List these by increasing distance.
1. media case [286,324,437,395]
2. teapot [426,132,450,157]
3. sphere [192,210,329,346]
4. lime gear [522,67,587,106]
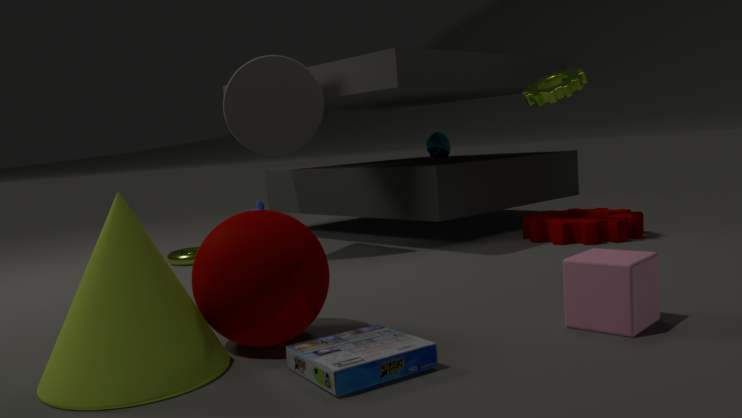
1. media case [286,324,437,395]
2. sphere [192,210,329,346]
3. lime gear [522,67,587,106]
4. teapot [426,132,450,157]
